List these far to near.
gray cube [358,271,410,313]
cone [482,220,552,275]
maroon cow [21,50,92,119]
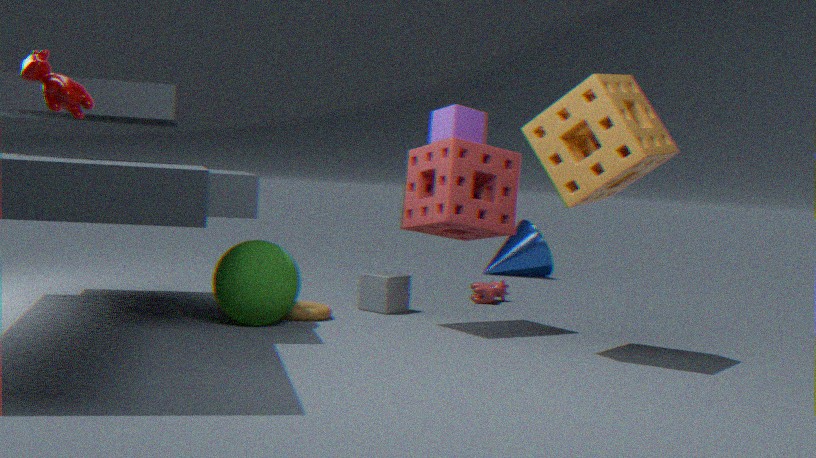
Result: cone [482,220,552,275] < gray cube [358,271,410,313] < maroon cow [21,50,92,119]
